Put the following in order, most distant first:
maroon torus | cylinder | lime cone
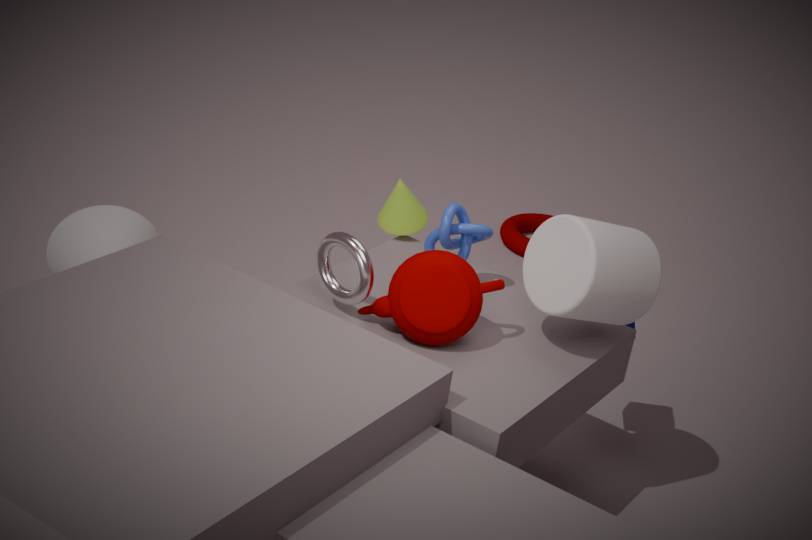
maroon torus < lime cone < cylinder
